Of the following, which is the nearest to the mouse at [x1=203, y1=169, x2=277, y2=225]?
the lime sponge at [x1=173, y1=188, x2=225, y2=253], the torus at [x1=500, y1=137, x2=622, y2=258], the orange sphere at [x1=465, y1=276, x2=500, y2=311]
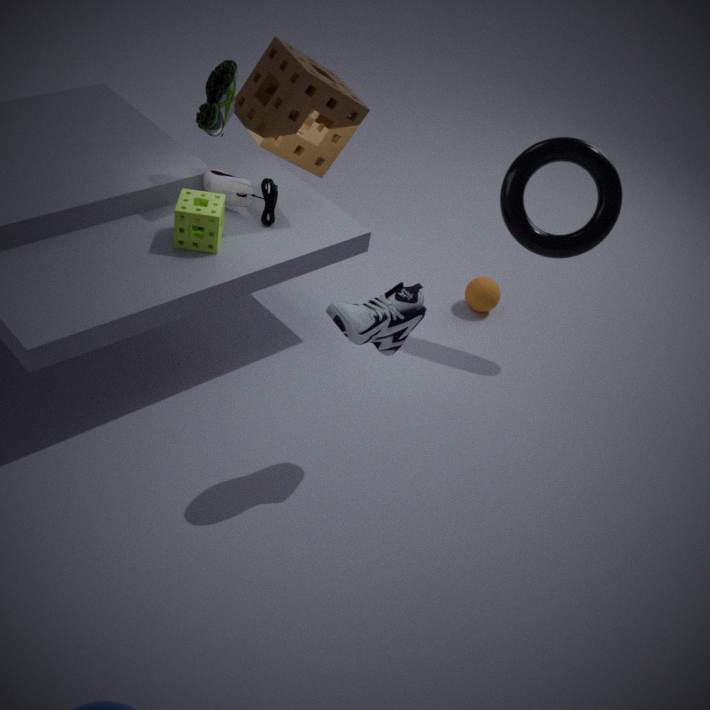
the lime sponge at [x1=173, y1=188, x2=225, y2=253]
